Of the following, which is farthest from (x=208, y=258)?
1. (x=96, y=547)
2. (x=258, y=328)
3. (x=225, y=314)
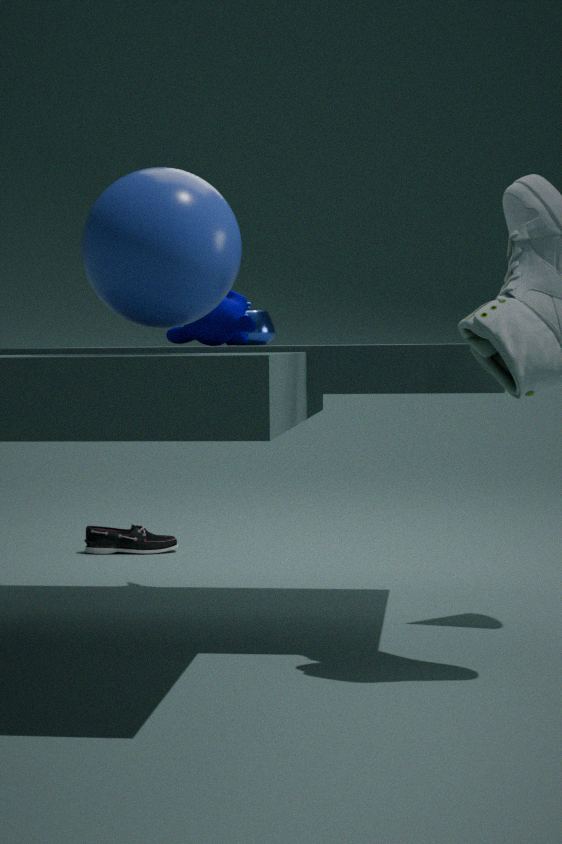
(x=96, y=547)
